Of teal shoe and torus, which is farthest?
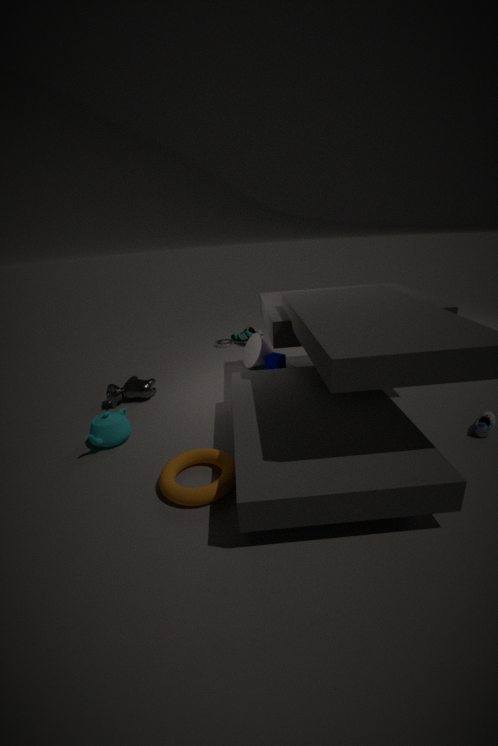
teal shoe
